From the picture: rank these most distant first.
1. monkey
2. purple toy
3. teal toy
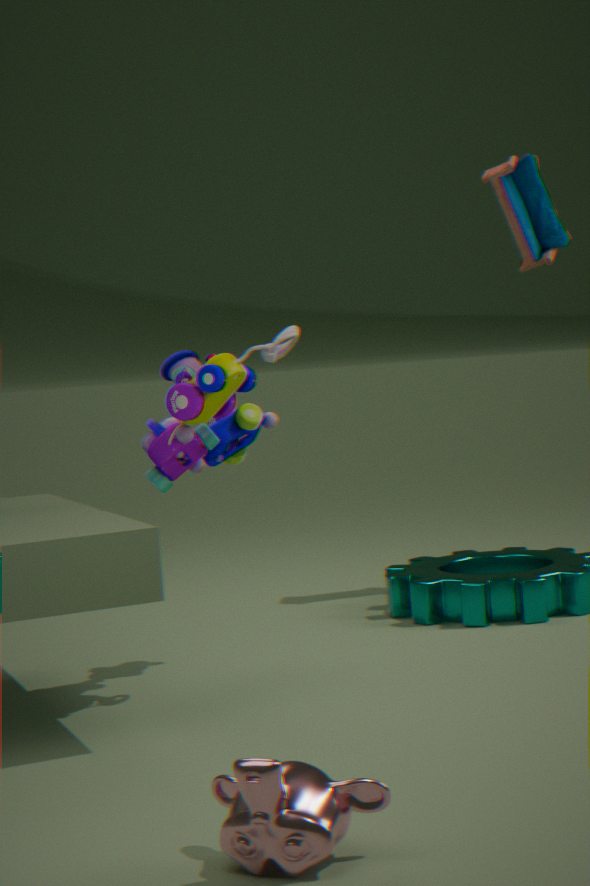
teal toy < purple toy < monkey
